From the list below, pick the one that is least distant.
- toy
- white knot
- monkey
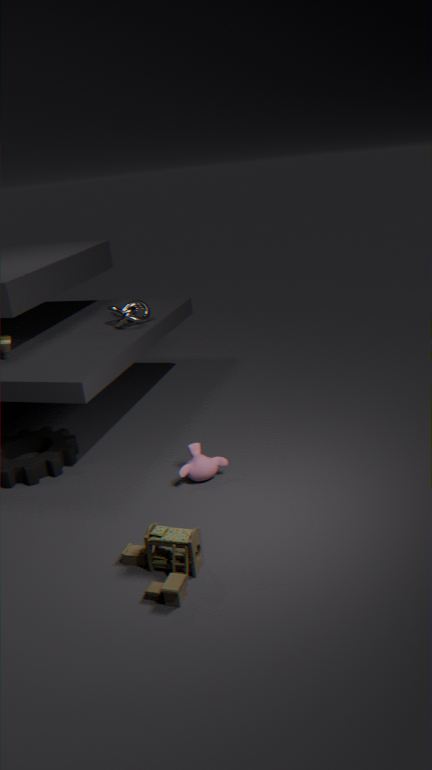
toy
